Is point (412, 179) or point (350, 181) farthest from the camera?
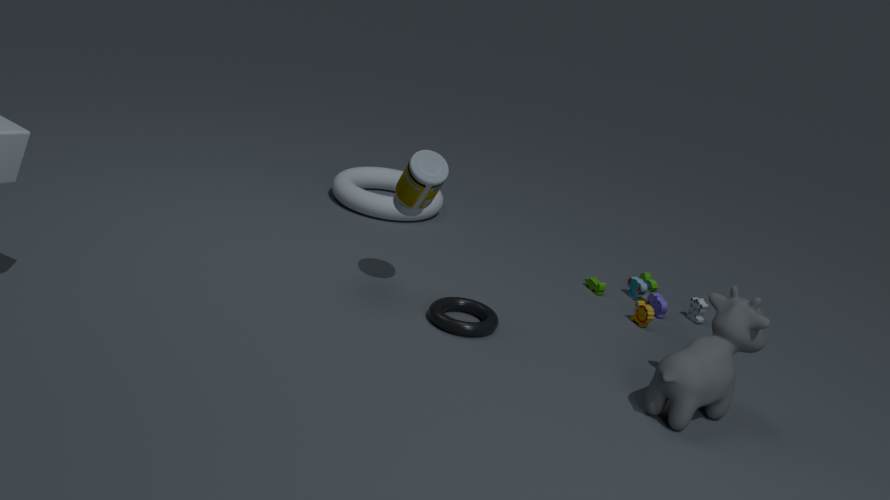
point (350, 181)
